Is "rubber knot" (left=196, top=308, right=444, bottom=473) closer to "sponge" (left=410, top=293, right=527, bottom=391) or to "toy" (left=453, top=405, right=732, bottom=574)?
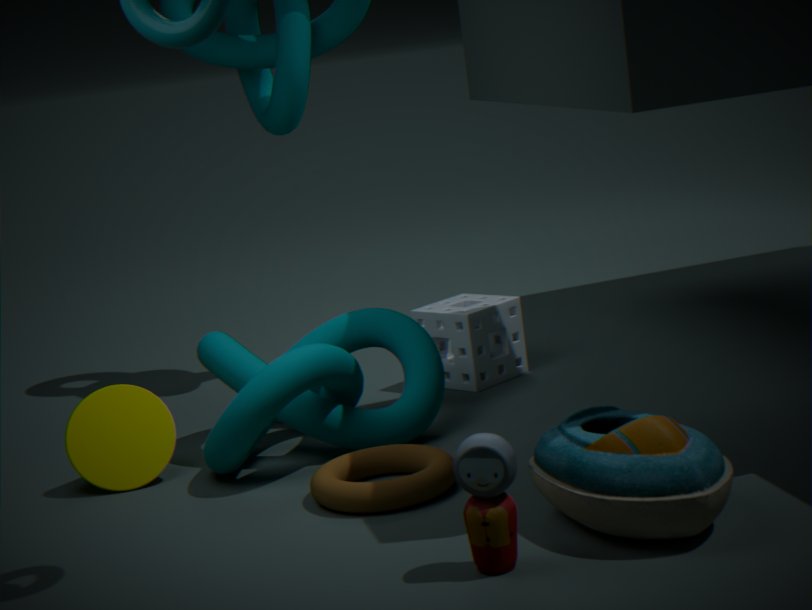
"sponge" (left=410, top=293, right=527, bottom=391)
